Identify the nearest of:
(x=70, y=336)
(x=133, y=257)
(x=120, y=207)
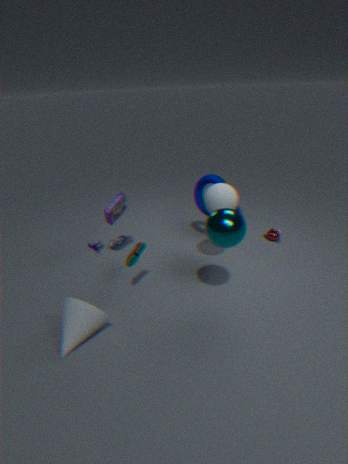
(x=70, y=336)
